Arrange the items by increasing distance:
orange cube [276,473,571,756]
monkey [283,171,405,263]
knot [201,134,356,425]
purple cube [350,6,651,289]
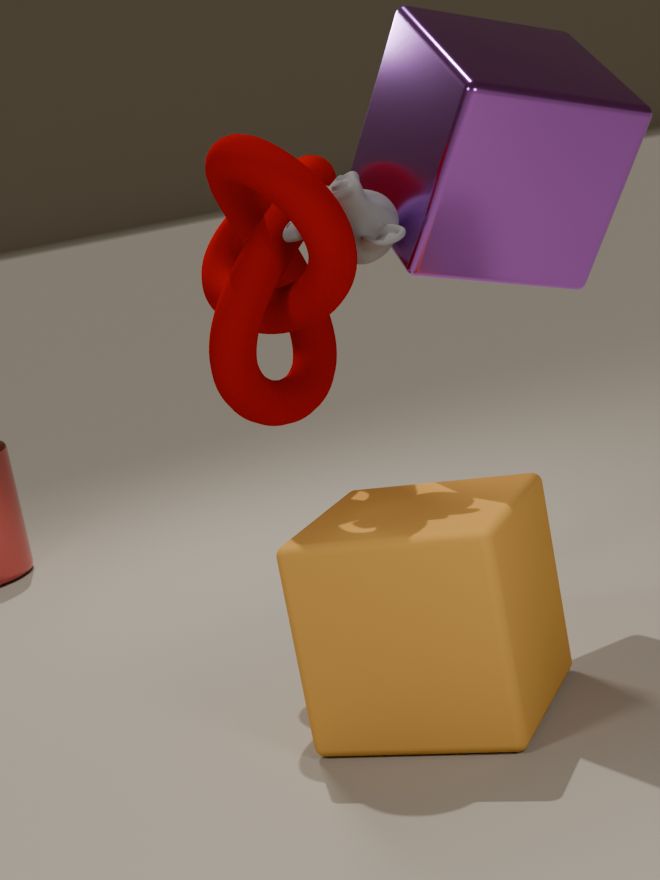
orange cube [276,473,571,756]
knot [201,134,356,425]
purple cube [350,6,651,289]
monkey [283,171,405,263]
